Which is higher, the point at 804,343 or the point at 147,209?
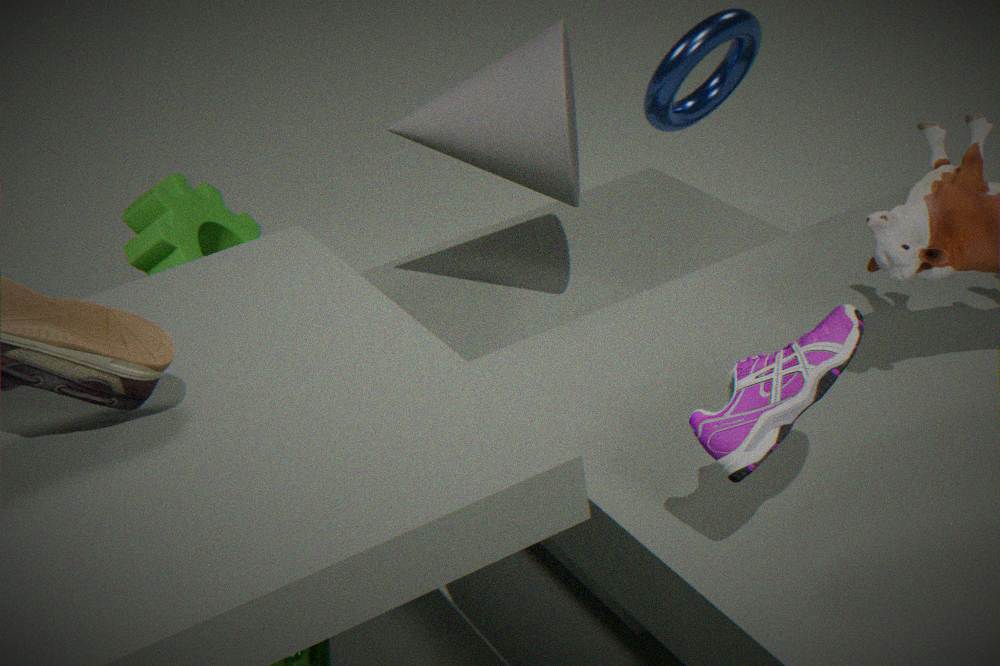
the point at 804,343
